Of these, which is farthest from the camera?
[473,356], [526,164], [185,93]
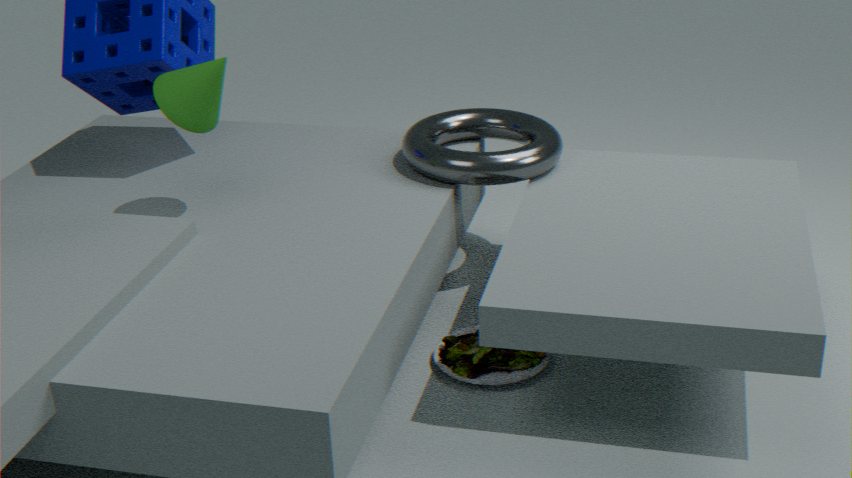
[526,164]
